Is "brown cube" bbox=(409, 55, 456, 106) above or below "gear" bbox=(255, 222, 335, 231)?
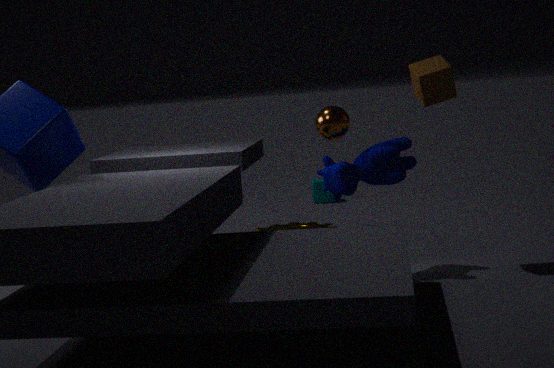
above
